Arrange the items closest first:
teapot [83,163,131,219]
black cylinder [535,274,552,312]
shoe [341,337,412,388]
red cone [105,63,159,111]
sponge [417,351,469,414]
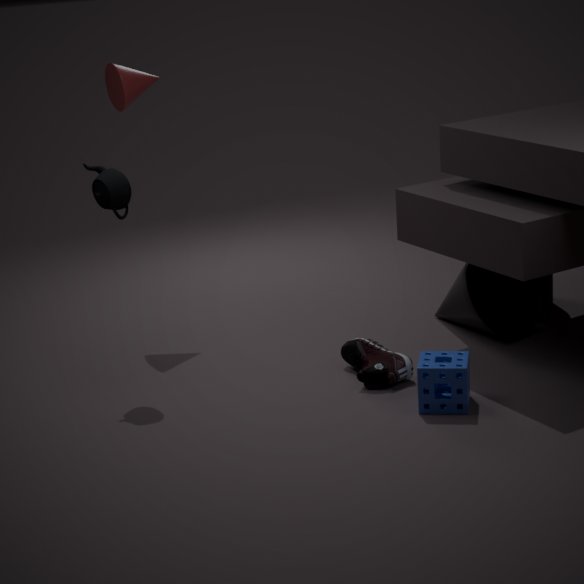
sponge [417,351,469,414] → shoe [341,337,412,388] → teapot [83,163,131,219] → red cone [105,63,159,111] → black cylinder [535,274,552,312]
